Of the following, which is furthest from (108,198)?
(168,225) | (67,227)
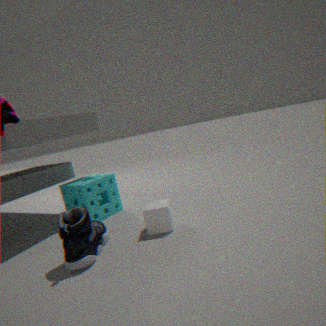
(168,225)
